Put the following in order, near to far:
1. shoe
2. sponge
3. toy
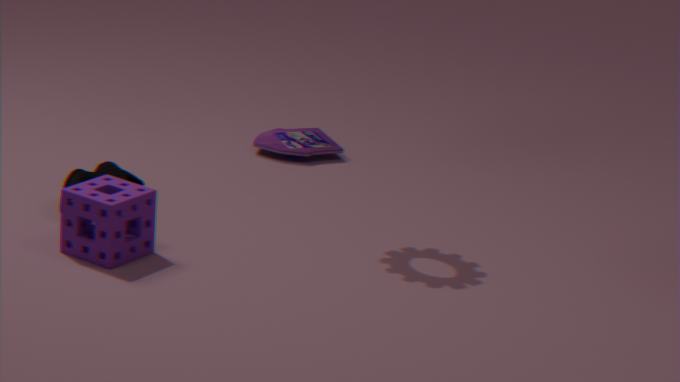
1. sponge
2. shoe
3. toy
